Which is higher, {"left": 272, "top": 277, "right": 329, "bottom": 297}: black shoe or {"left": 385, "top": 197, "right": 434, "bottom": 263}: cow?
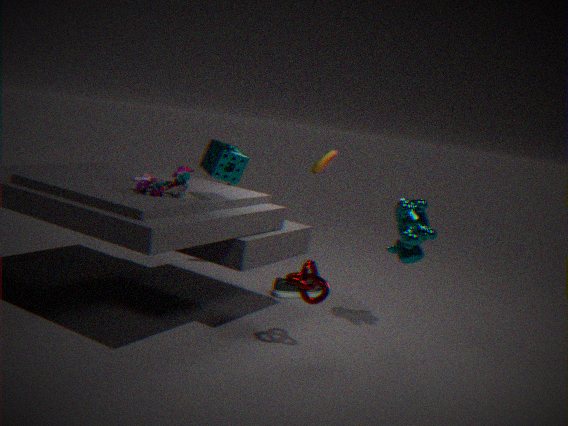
{"left": 385, "top": 197, "right": 434, "bottom": 263}: cow
